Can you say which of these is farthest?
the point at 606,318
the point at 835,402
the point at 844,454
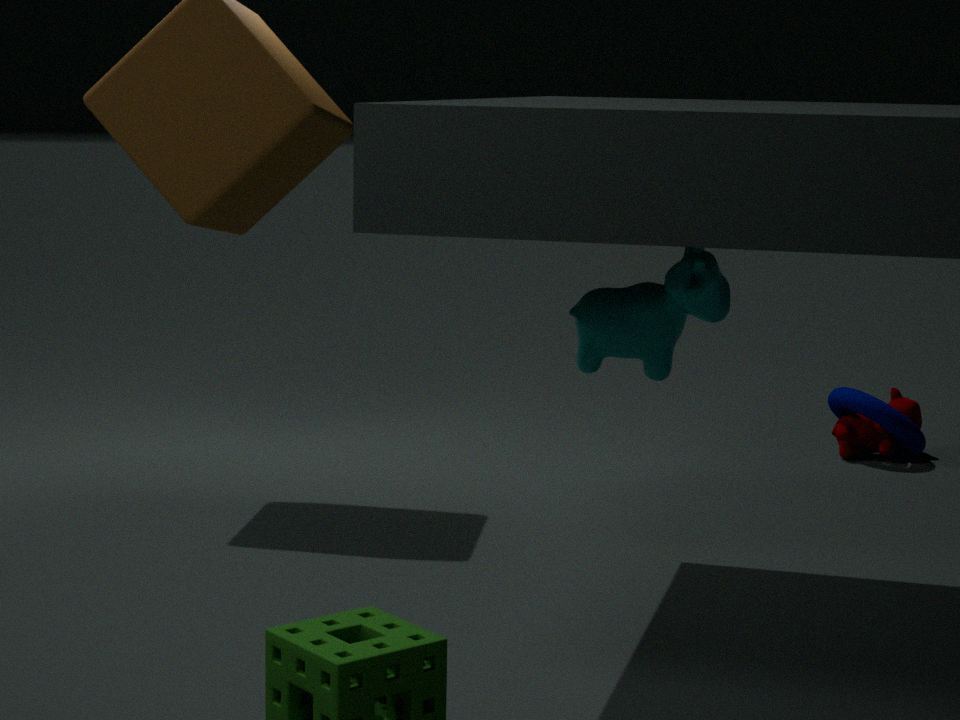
the point at 835,402
